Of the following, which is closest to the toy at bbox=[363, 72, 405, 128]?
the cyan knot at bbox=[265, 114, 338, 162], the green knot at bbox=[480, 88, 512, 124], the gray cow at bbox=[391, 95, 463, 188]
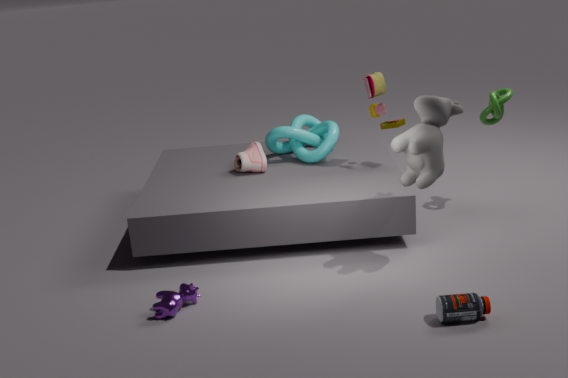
the cyan knot at bbox=[265, 114, 338, 162]
